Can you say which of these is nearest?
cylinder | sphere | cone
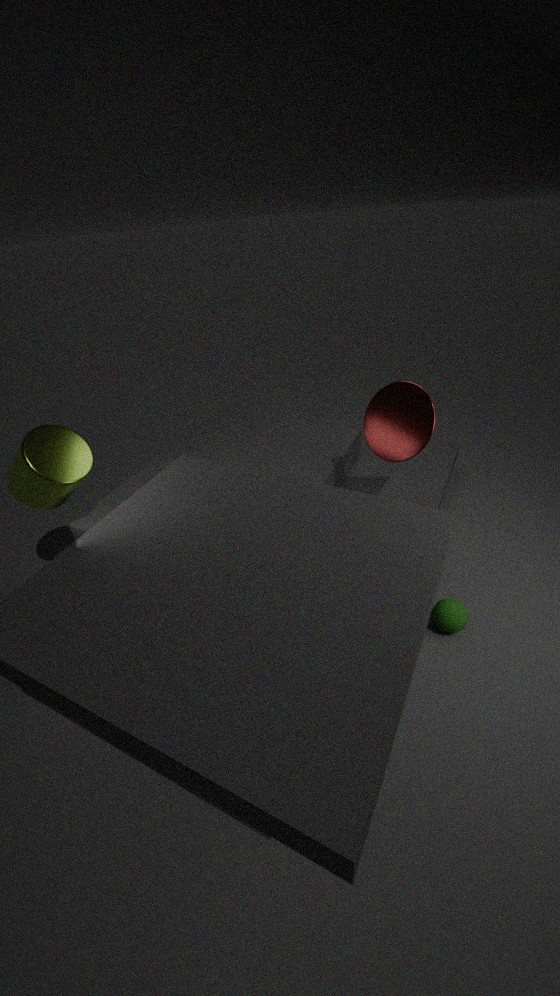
cylinder
